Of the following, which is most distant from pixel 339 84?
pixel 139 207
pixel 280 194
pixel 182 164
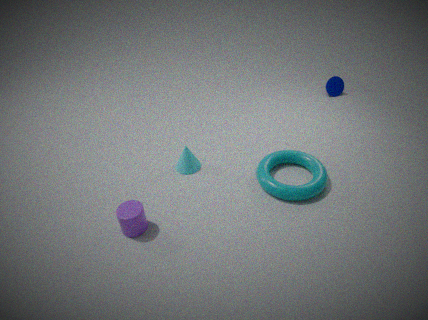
pixel 139 207
